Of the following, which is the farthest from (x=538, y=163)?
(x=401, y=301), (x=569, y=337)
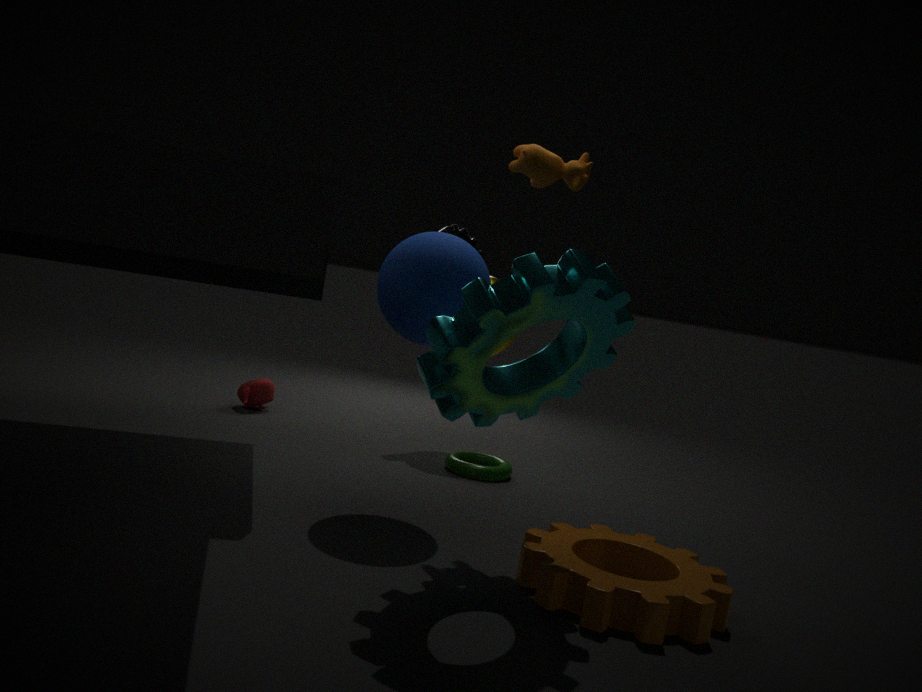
(x=569, y=337)
